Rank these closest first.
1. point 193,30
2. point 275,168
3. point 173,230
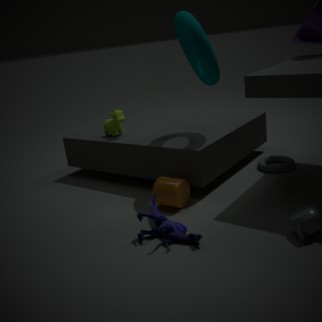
point 173,230 → point 193,30 → point 275,168
